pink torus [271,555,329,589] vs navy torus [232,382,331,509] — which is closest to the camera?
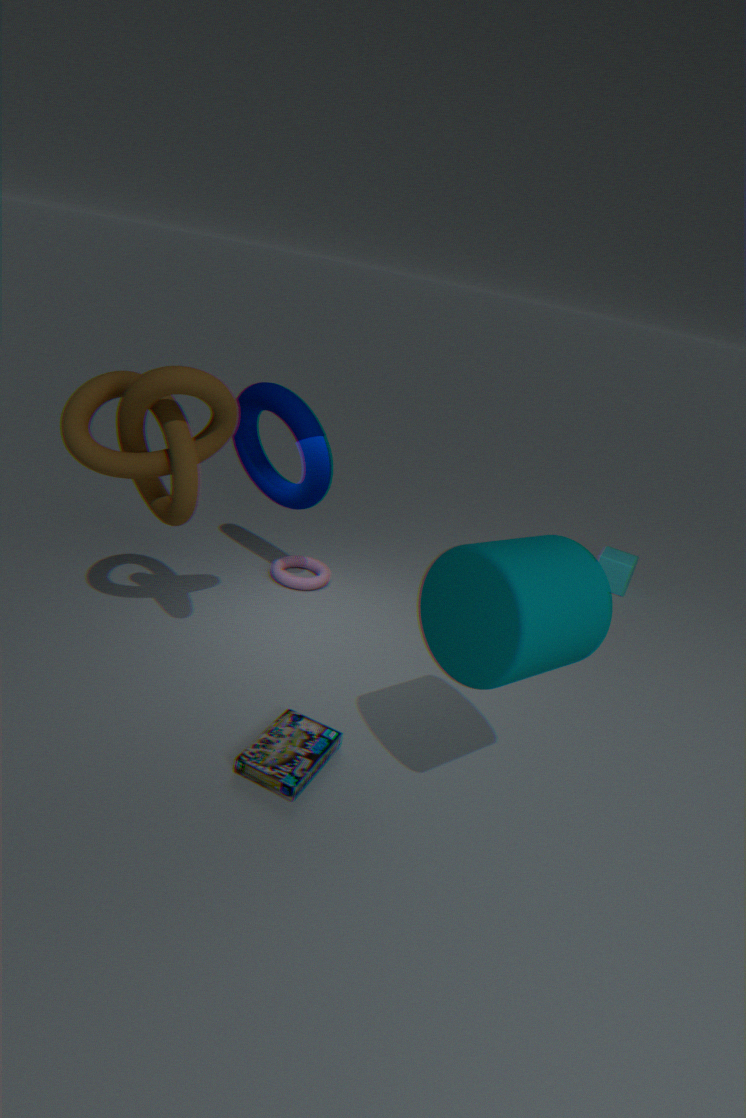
navy torus [232,382,331,509]
